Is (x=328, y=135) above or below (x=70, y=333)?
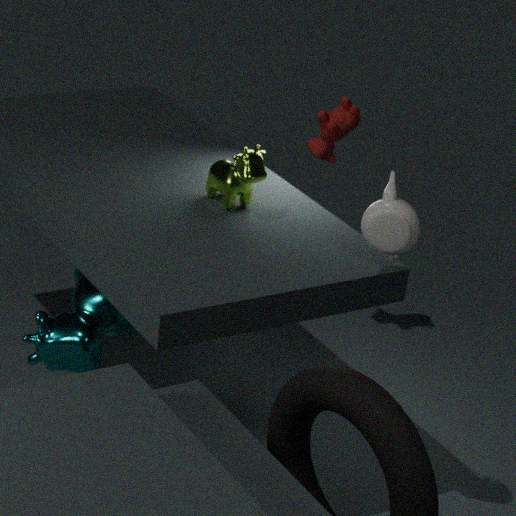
above
